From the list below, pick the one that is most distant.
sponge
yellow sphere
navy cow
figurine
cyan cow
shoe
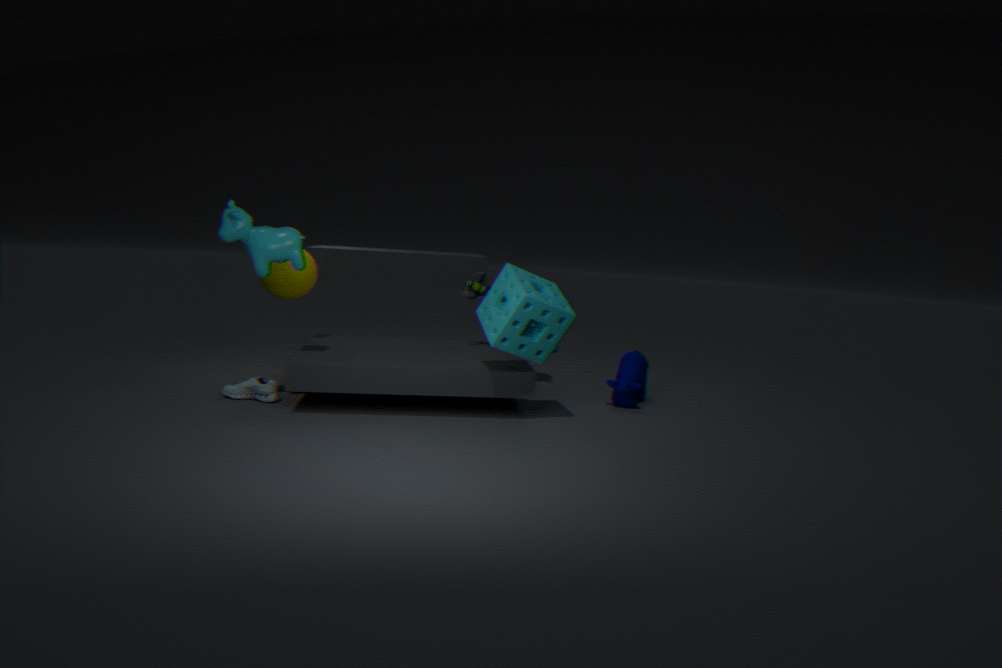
figurine
